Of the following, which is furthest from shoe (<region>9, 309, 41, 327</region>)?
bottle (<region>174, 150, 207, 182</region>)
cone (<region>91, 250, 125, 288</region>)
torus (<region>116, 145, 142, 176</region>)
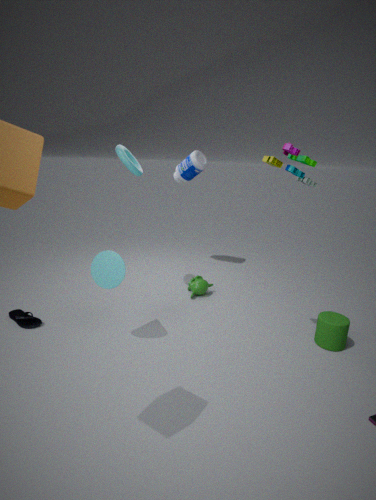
bottle (<region>174, 150, 207, 182</region>)
